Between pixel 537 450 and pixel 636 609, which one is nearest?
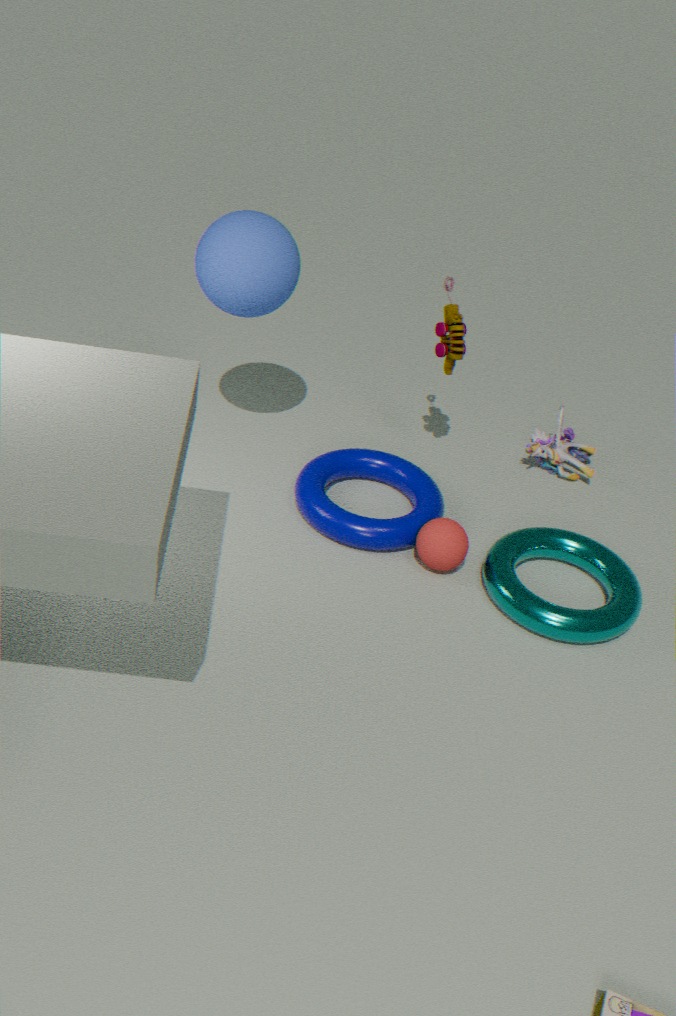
pixel 636 609
